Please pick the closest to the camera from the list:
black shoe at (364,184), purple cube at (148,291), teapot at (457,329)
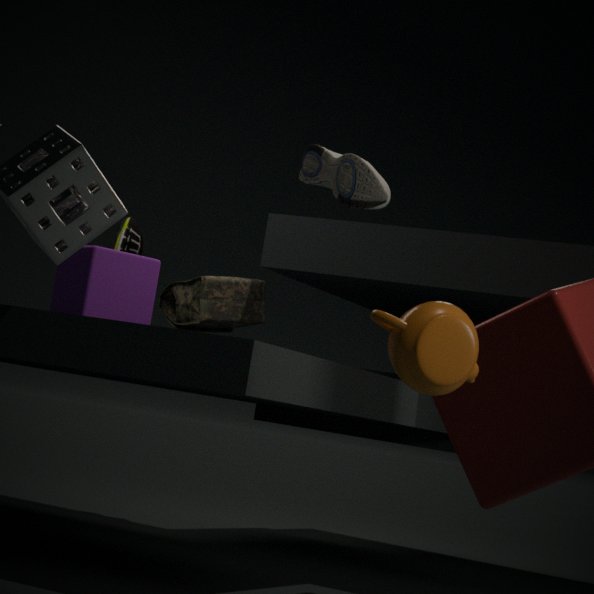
teapot at (457,329)
